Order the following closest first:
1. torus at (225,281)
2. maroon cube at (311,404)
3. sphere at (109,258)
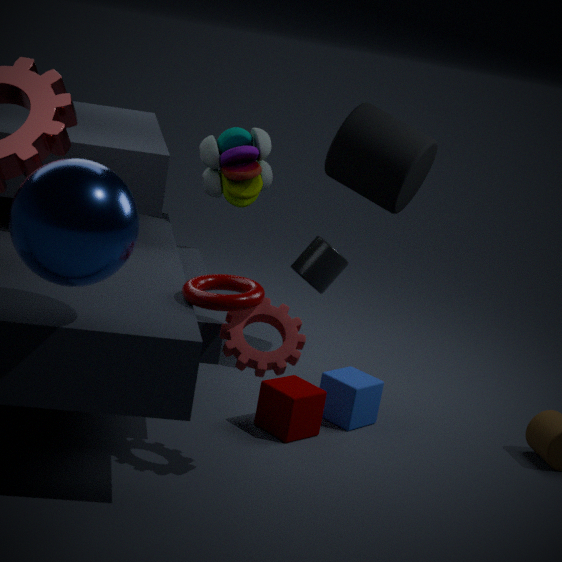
sphere at (109,258) → torus at (225,281) → maroon cube at (311,404)
